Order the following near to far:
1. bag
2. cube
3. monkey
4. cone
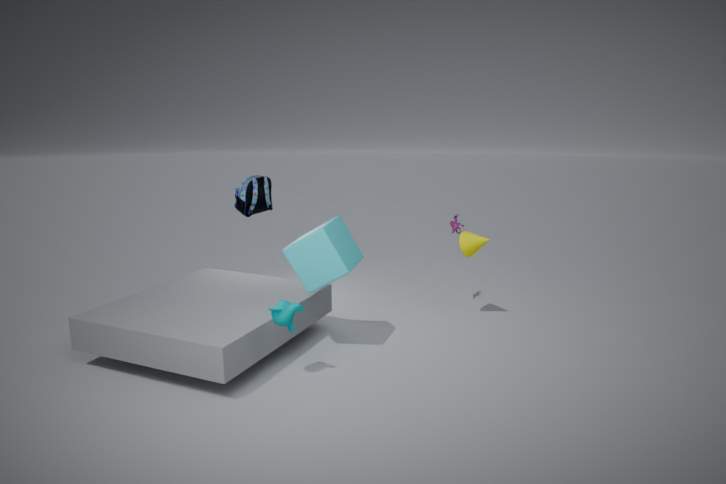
monkey → cube → cone → bag
